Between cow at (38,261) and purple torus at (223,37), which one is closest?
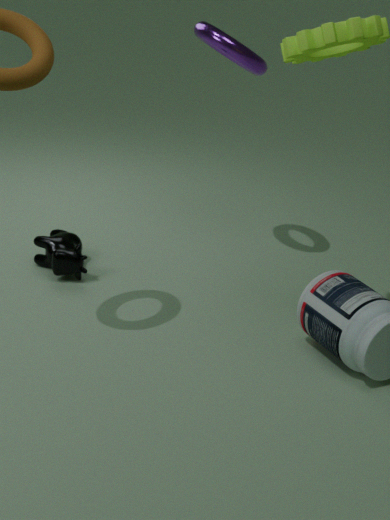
purple torus at (223,37)
